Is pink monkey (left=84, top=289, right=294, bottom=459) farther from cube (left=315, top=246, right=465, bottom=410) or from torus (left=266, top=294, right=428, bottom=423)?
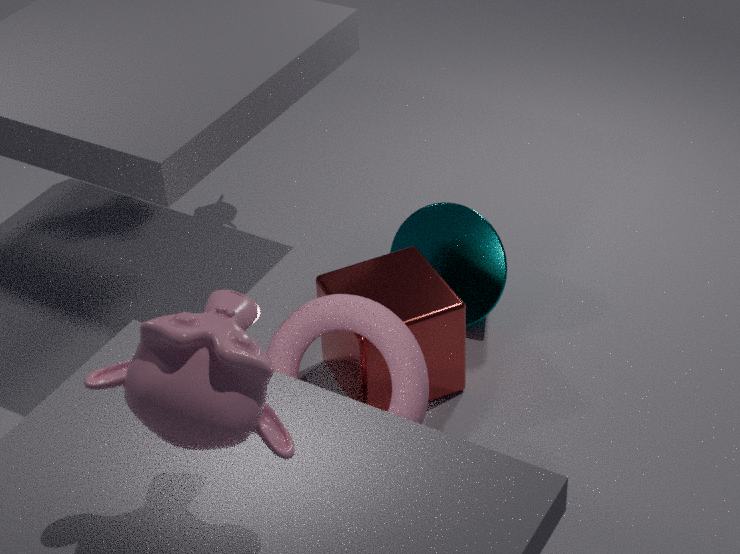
cube (left=315, top=246, right=465, bottom=410)
